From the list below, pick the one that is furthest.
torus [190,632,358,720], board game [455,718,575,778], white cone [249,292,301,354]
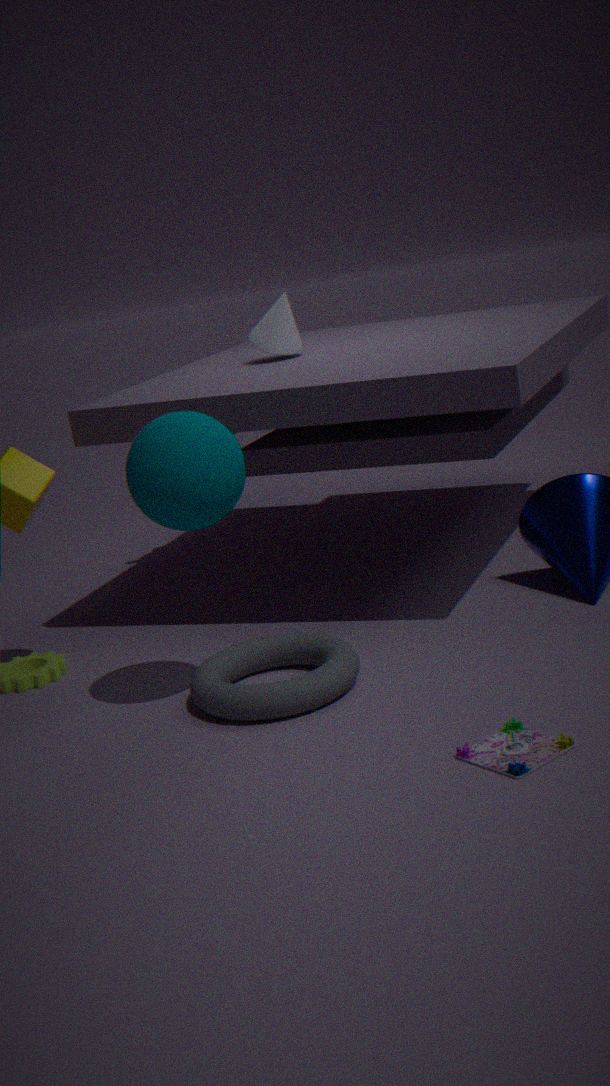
Answer: white cone [249,292,301,354]
